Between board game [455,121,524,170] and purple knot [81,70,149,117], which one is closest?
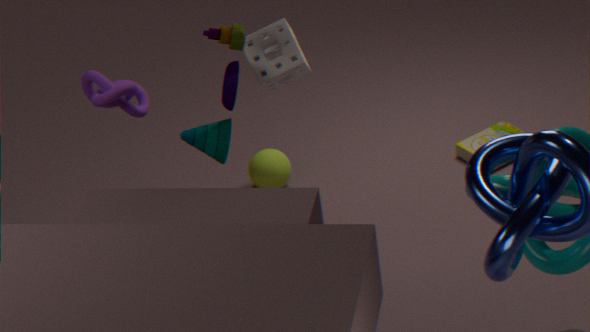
purple knot [81,70,149,117]
